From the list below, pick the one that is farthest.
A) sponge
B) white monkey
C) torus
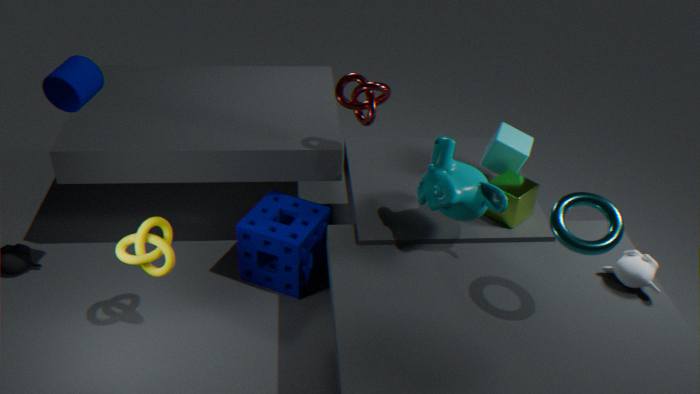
sponge
